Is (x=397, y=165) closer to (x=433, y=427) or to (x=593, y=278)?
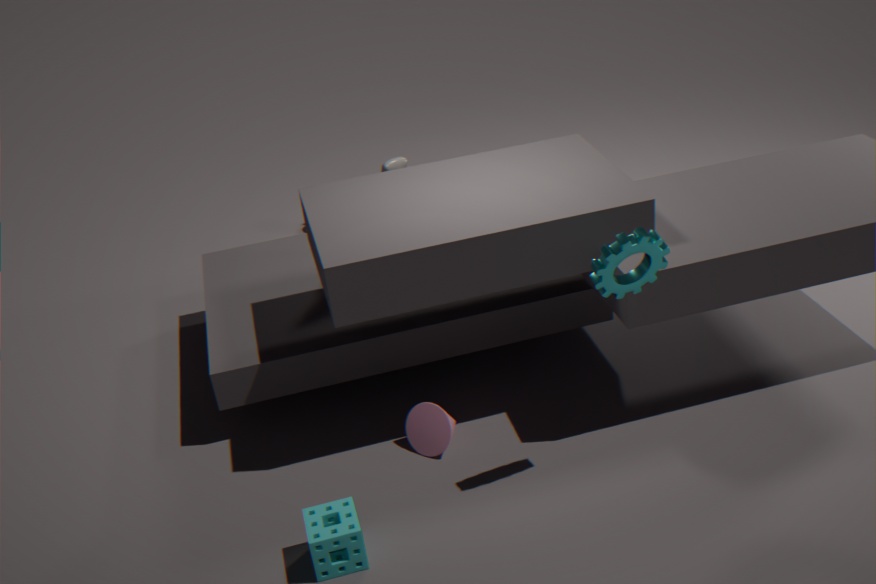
(x=433, y=427)
